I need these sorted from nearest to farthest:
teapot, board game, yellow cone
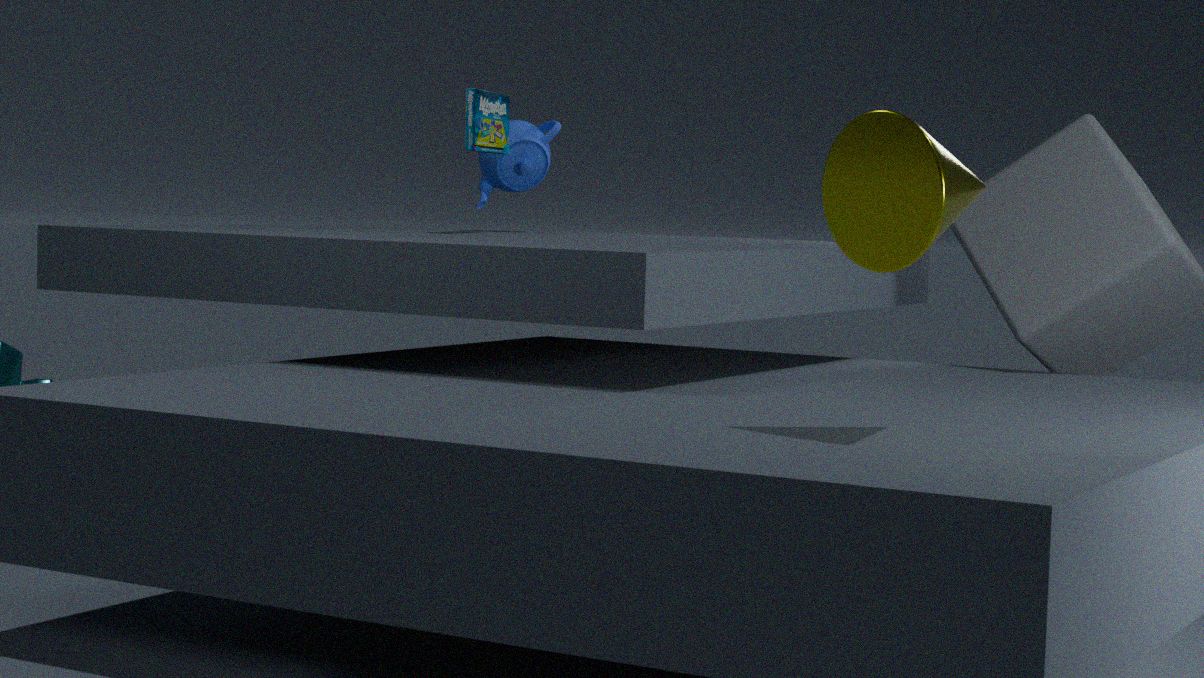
1. yellow cone
2. board game
3. teapot
